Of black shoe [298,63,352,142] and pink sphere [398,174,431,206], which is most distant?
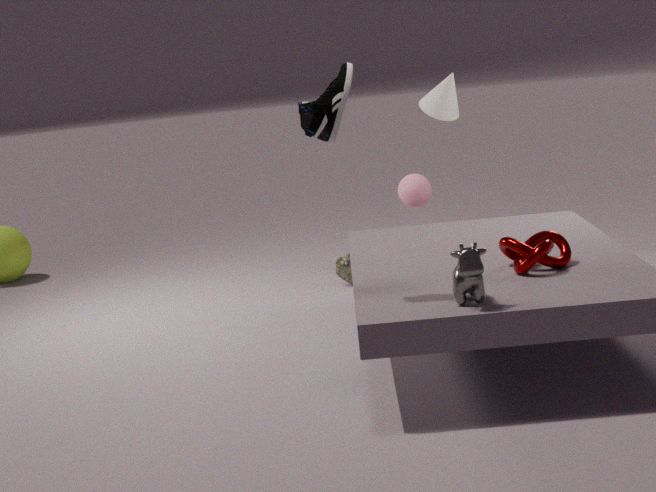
pink sphere [398,174,431,206]
